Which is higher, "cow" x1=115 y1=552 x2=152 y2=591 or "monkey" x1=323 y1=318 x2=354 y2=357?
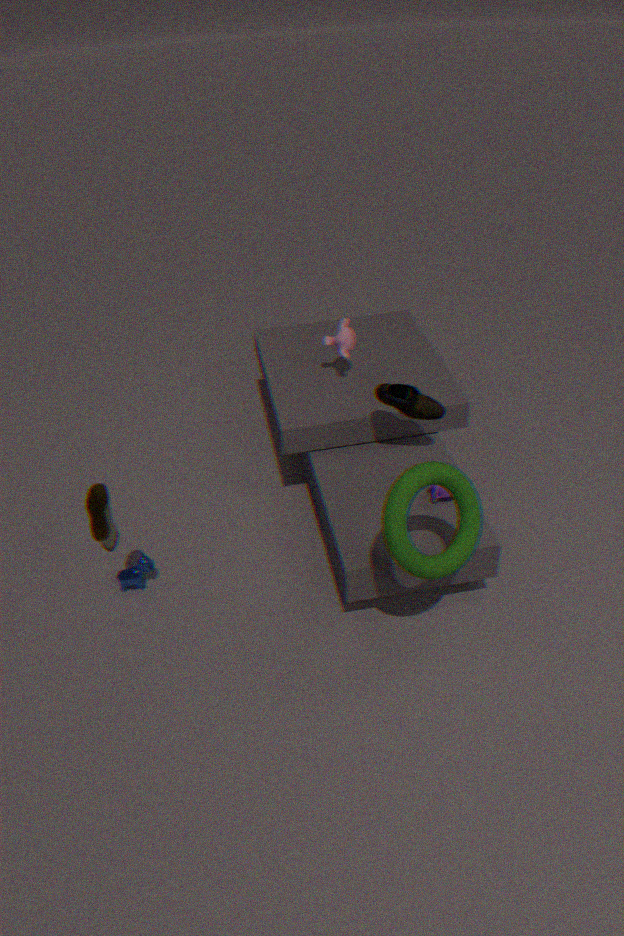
"monkey" x1=323 y1=318 x2=354 y2=357
